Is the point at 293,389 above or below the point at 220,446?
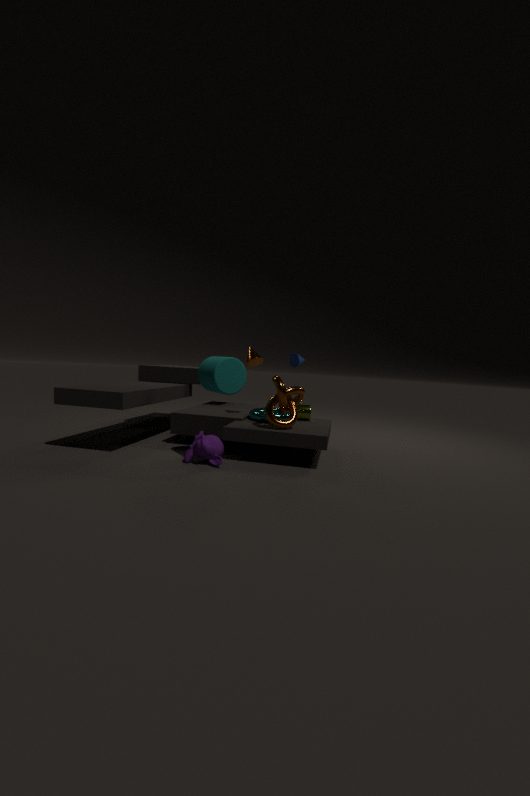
above
